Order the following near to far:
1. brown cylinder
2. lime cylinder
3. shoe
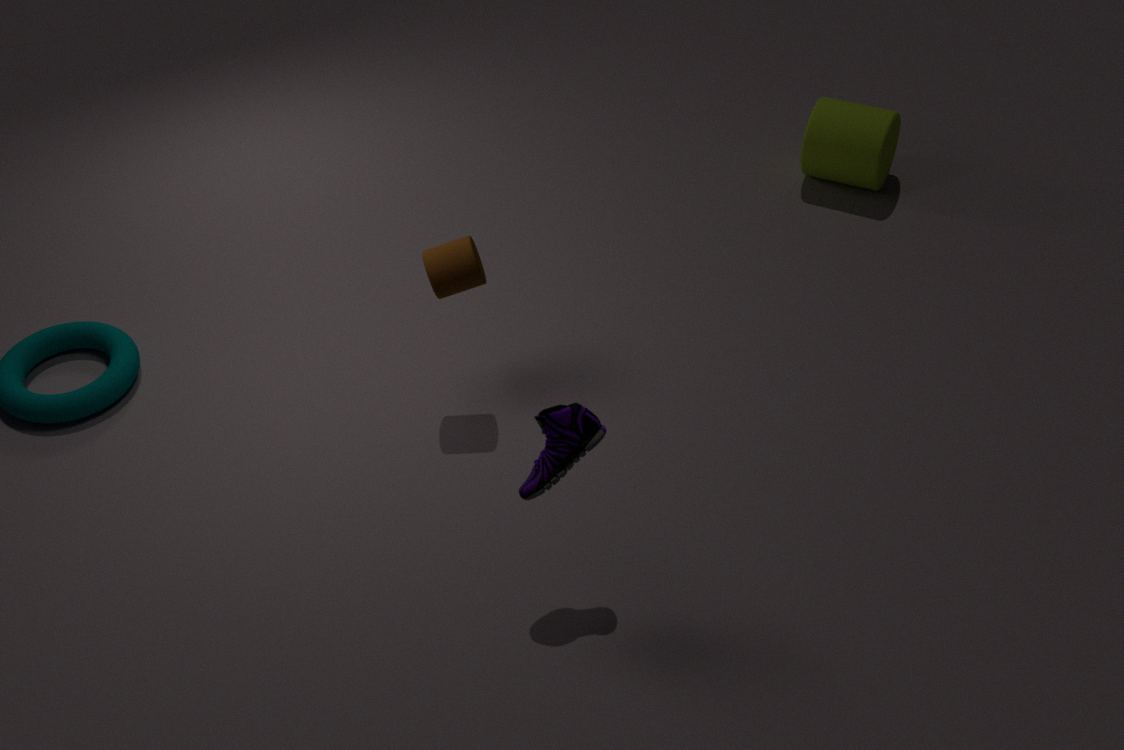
1. shoe
2. brown cylinder
3. lime cylinder
